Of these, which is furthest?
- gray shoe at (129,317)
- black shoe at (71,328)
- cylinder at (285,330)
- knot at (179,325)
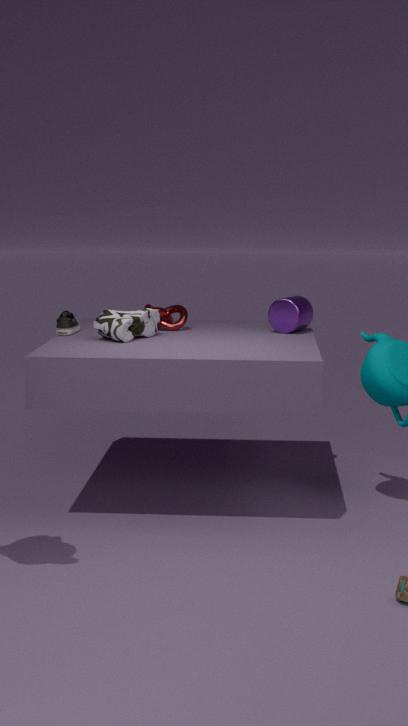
knot at (179,325)
